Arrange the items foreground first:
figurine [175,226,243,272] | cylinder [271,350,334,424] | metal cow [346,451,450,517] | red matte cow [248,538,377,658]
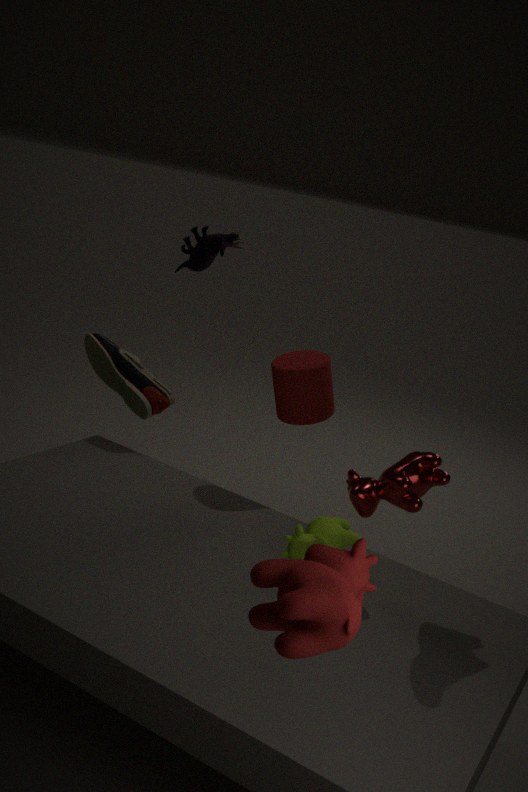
red matte cow [248,538,377,658] → metal cow [346,451,450,517] → cylinder [271,350,334,424] → figurine [175,226,243,272]
